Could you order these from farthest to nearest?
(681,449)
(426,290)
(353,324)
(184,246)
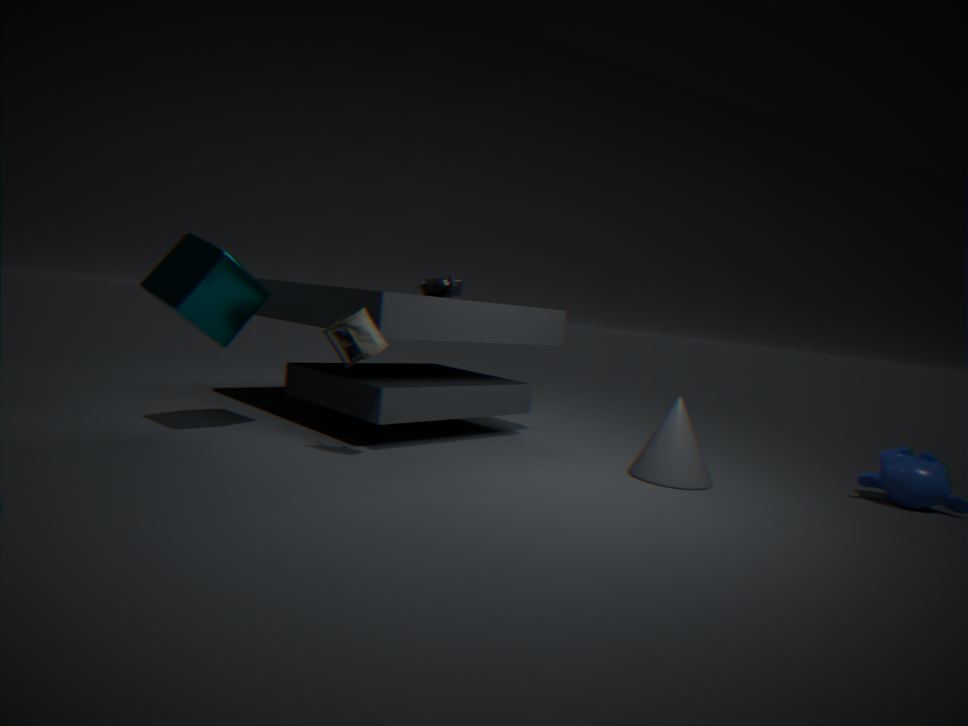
(426,290) → (681,449) → (184,246) → (353,324)
